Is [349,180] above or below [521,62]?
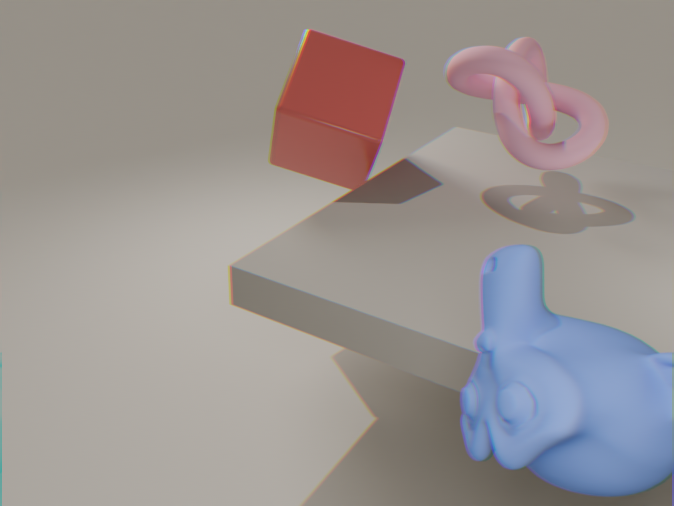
below
